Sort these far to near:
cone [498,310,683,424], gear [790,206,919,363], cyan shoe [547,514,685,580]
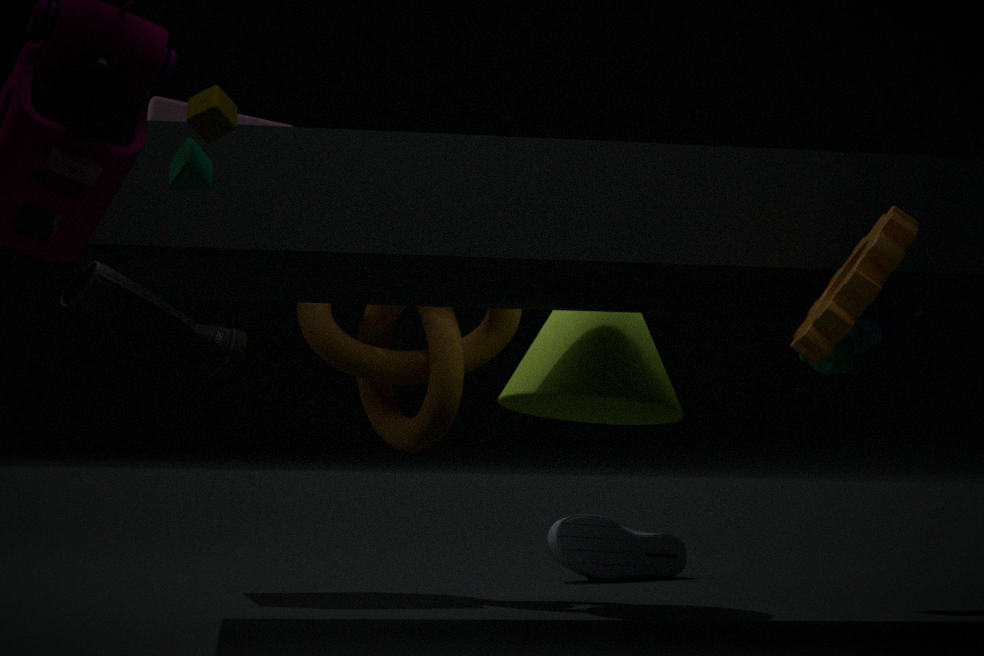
cyan shoe [547,514,685,580] → cone [498,310,683,424] → gear [790,206,919,363]
